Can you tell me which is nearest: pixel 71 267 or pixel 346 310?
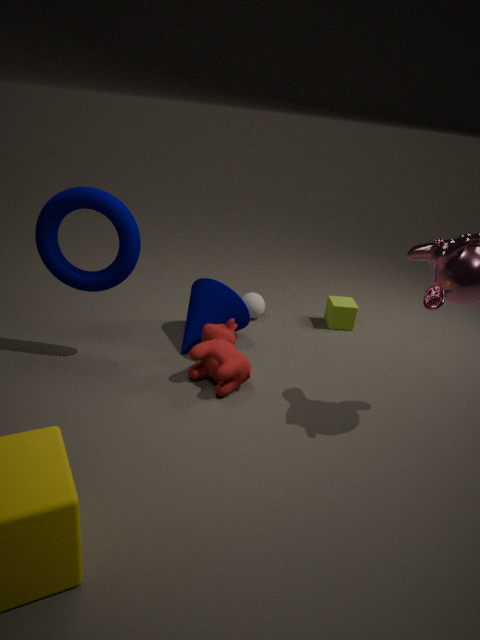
pixel 71 267
